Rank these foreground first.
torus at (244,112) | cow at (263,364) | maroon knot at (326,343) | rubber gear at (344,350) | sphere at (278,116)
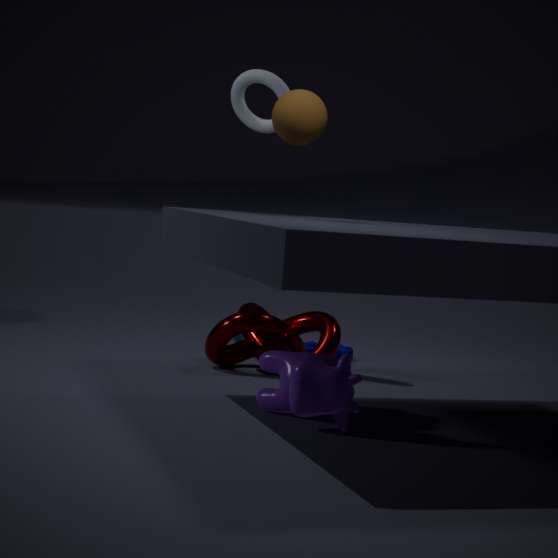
cow at (263,364) < sphere at (278,116) < torus at (244,112) < maroon knot at (326,343) < rubber gear at (344,350)
